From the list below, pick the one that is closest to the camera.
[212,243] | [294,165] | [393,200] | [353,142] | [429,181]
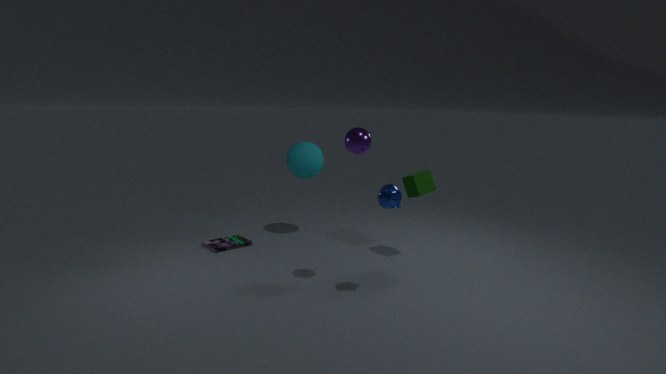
[393,200]
